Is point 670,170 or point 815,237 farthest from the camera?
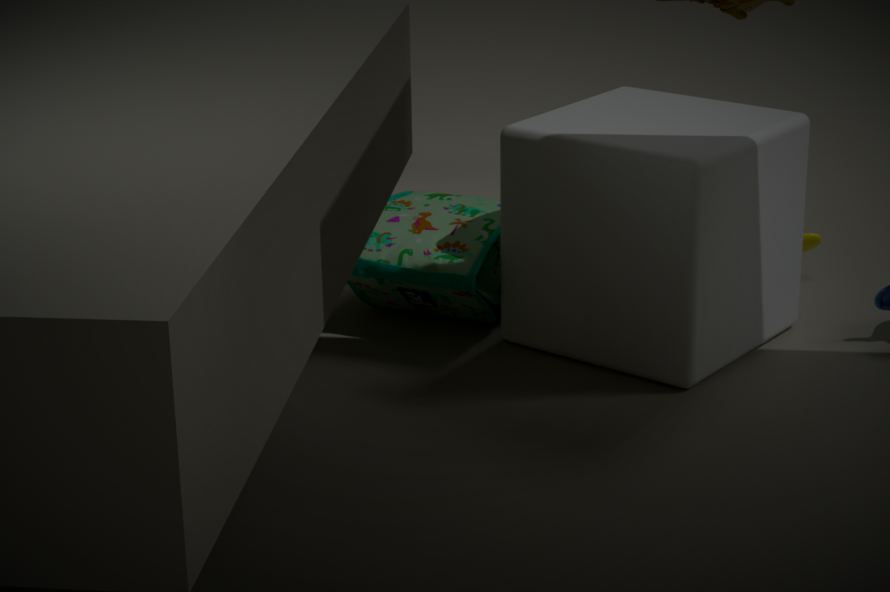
point 815,237
